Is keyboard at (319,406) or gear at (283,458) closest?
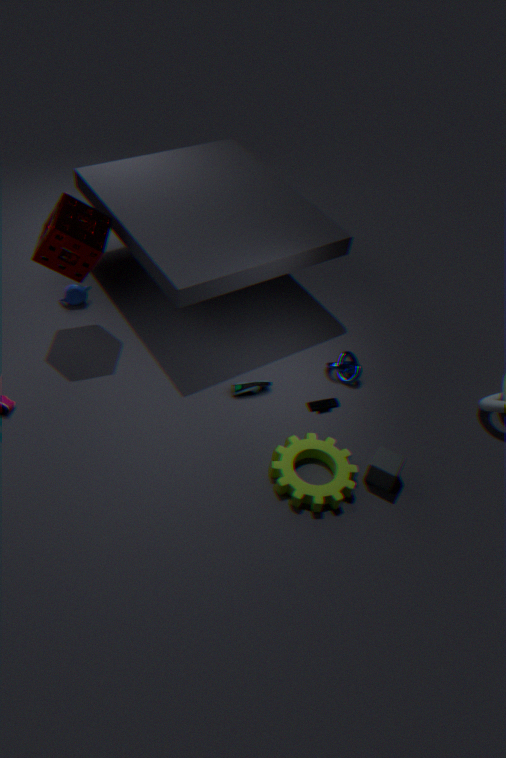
gear at (283,458)
